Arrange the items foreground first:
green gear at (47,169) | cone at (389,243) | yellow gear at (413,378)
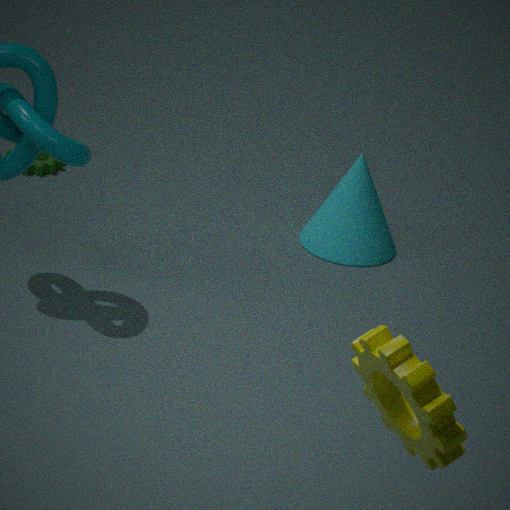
yellow gear at (413,378) < cone at (389,243) < green gear at (47,169)
